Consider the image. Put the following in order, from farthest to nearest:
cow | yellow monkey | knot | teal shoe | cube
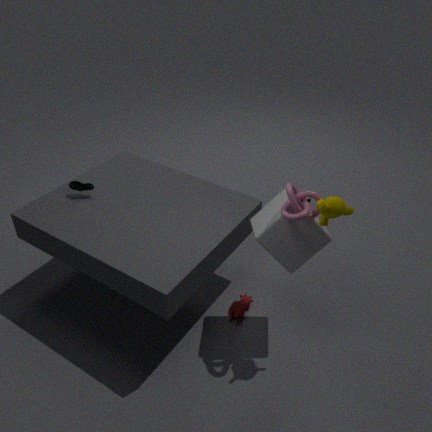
teal shoe
cow
cube
knot
yellow monkey
